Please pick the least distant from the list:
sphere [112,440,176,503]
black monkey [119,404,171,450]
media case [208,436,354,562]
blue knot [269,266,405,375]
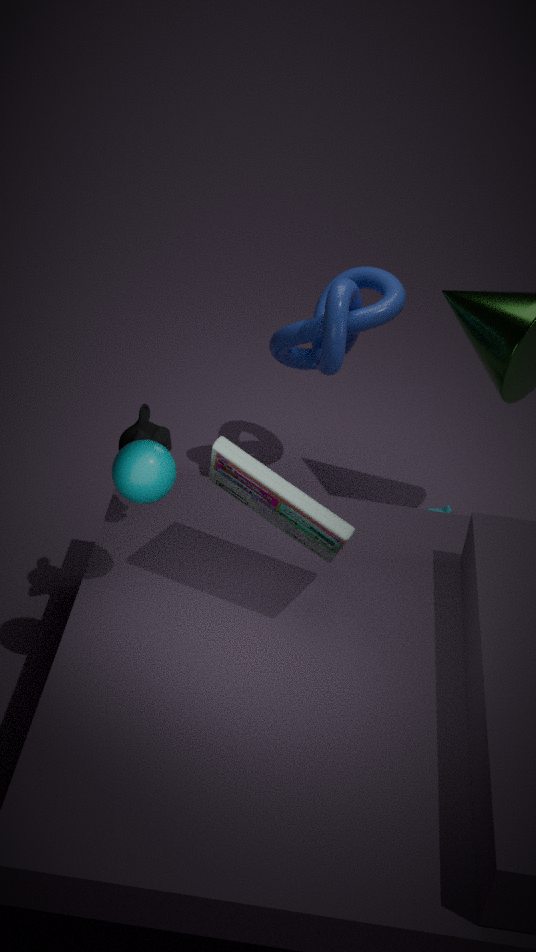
media case [208,436,354,562]
